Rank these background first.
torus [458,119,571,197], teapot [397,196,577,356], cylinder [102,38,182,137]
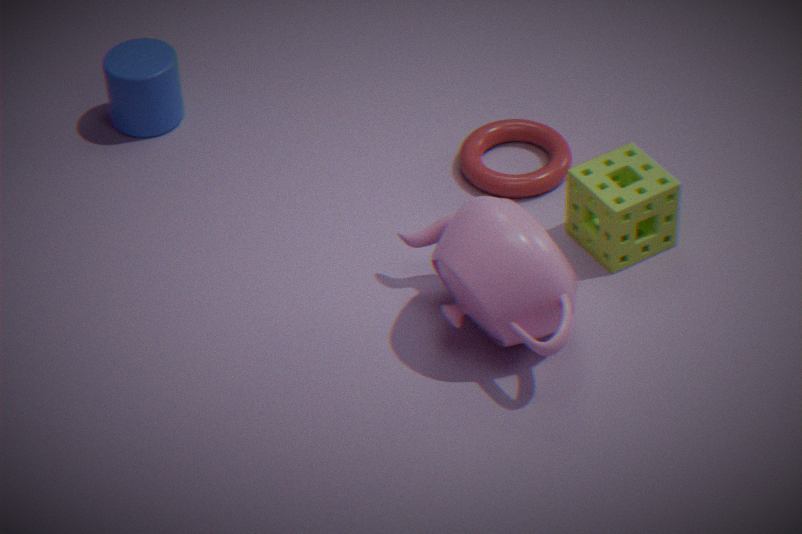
cylinder [102,38,182,137] < torus [458,119,571,197] < teapot [397,196,577,356]
